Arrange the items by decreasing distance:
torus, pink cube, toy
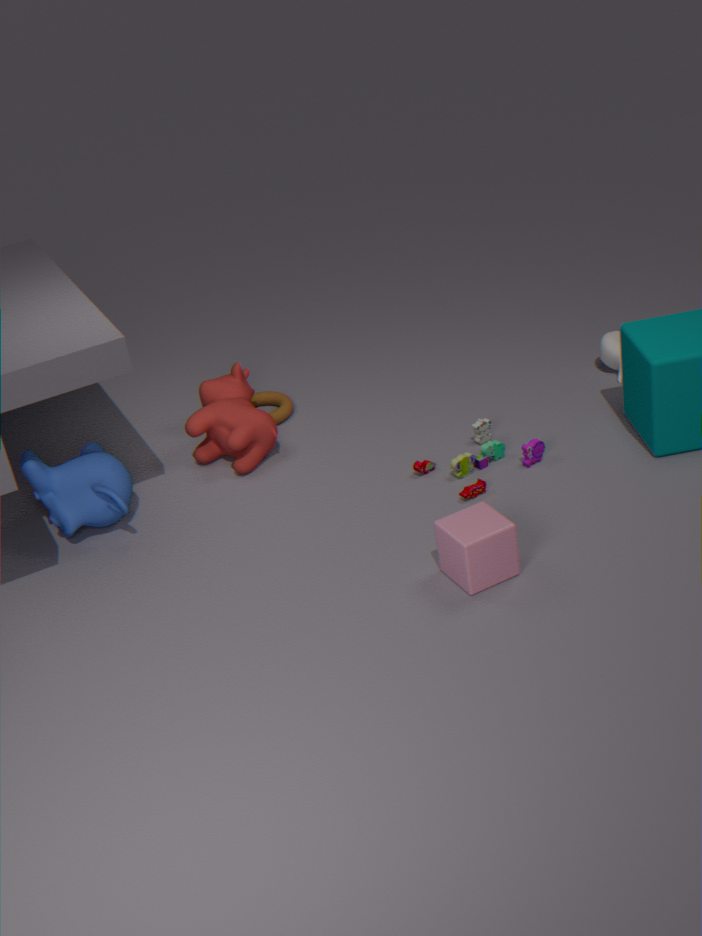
torus → toy → pink cube
